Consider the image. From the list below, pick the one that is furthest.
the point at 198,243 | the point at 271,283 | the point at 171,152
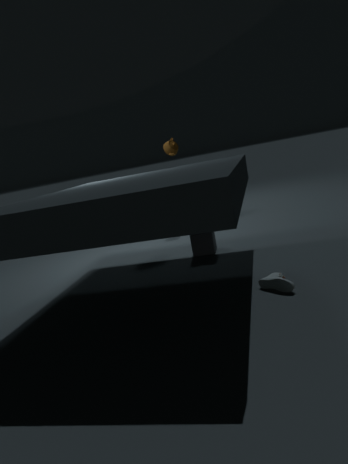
the point at 171,152
